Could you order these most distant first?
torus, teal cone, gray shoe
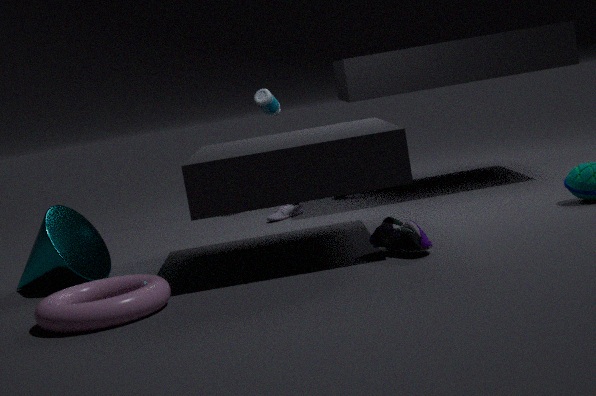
gray shoe, teal cone, torus
